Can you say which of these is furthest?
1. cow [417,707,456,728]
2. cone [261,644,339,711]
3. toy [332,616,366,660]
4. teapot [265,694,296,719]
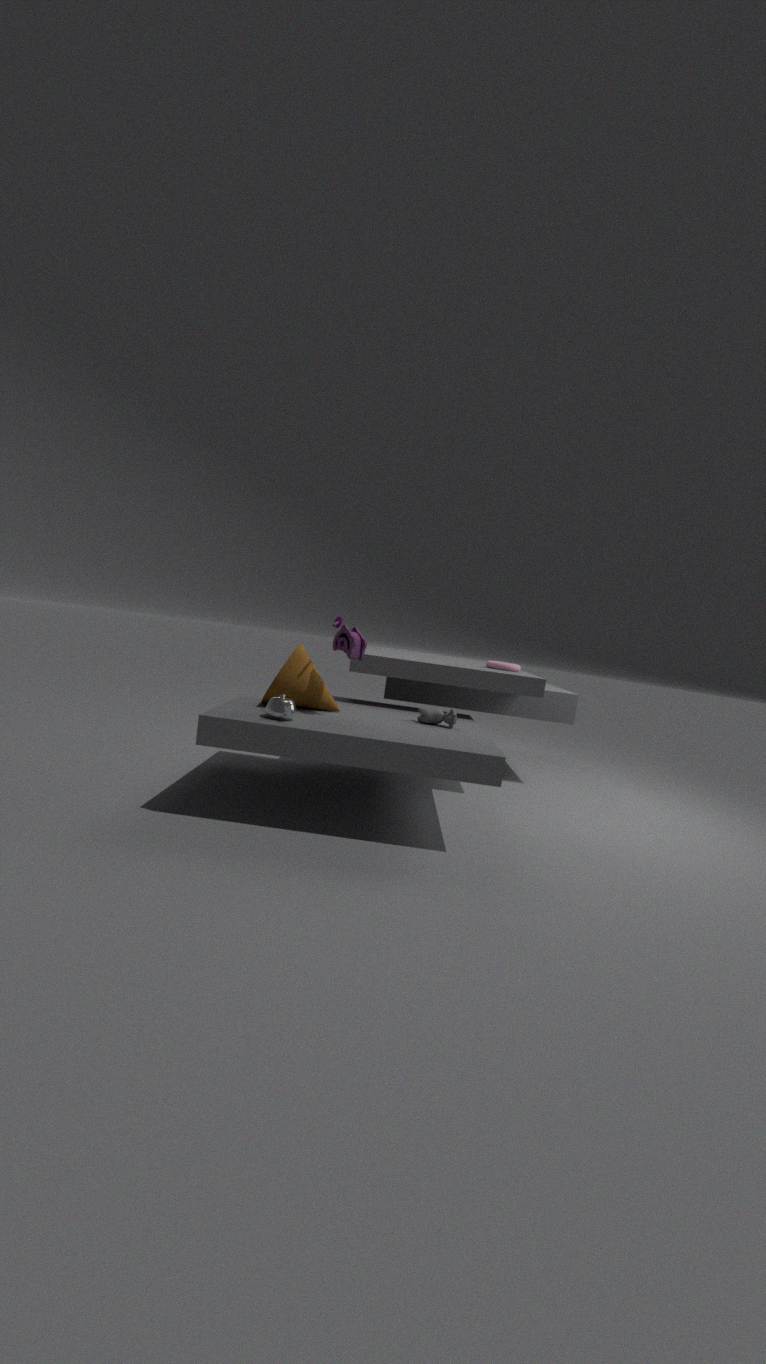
cow [417,707,456,728]
